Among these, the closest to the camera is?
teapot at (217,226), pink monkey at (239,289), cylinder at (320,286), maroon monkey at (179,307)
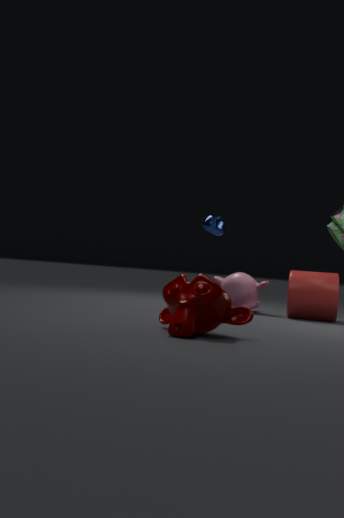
maroon monkey at (179,307)
